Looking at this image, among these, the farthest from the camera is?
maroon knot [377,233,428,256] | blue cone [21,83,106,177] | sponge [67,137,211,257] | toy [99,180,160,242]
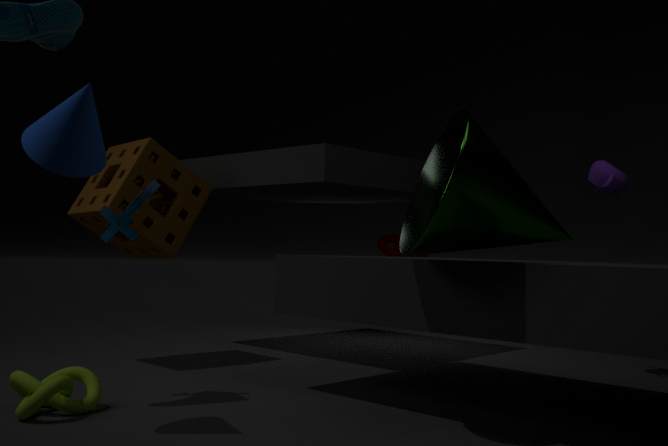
maroon knot [377,233,428,256]
